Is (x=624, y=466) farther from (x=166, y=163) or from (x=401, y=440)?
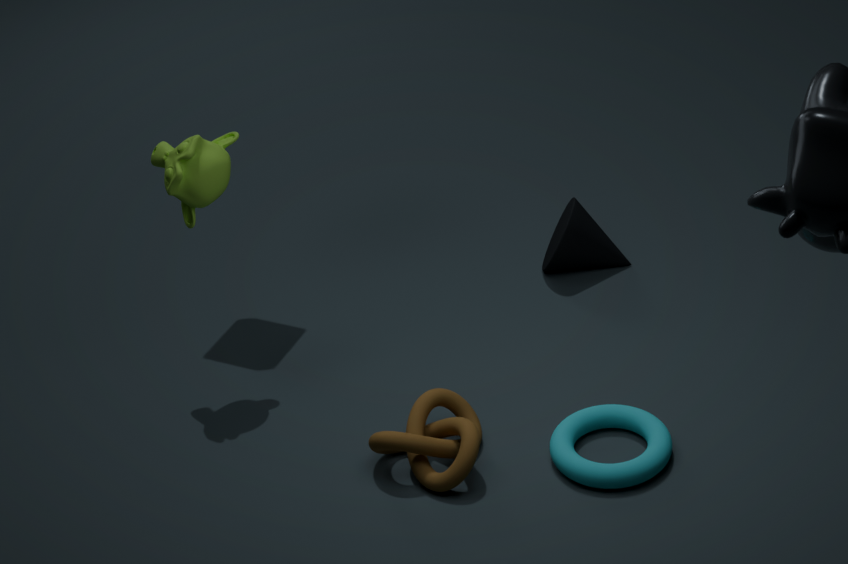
(x=166, y=163)
